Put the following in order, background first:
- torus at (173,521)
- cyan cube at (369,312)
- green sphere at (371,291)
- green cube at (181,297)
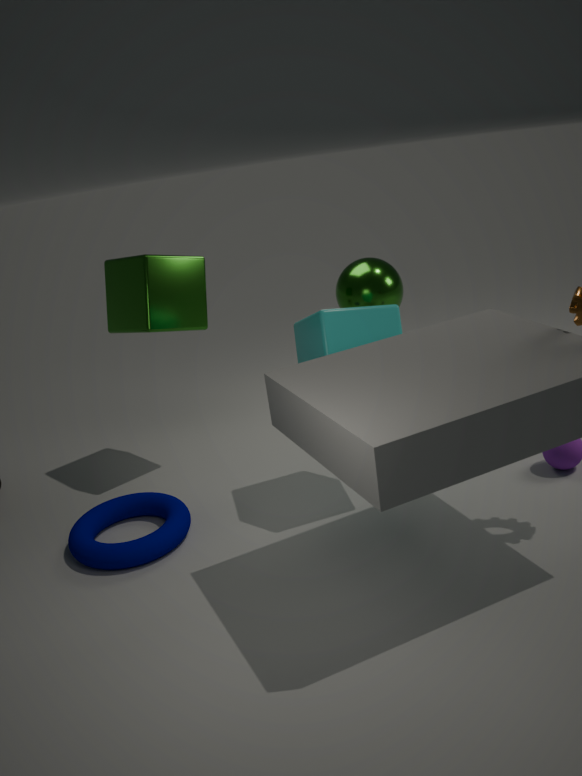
green sphere at (371,291), green cube at (181,297), torus at (173,521), cyan cube at (369,312)
